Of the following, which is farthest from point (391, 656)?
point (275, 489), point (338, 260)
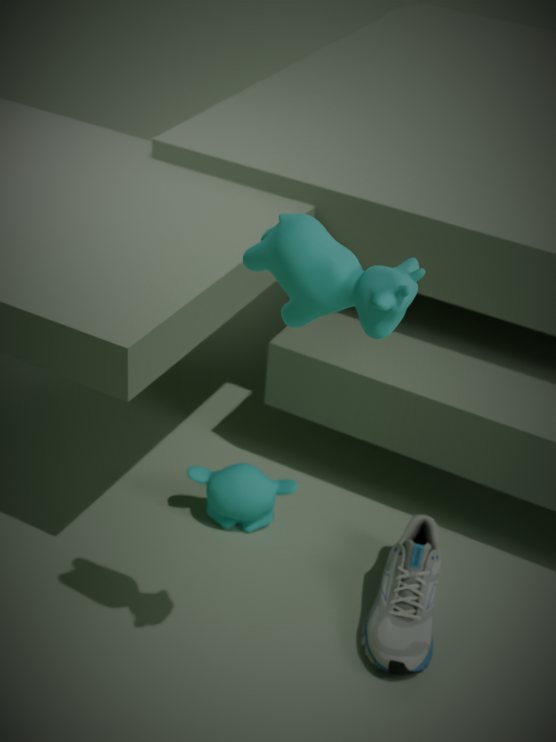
point (338, 260)
